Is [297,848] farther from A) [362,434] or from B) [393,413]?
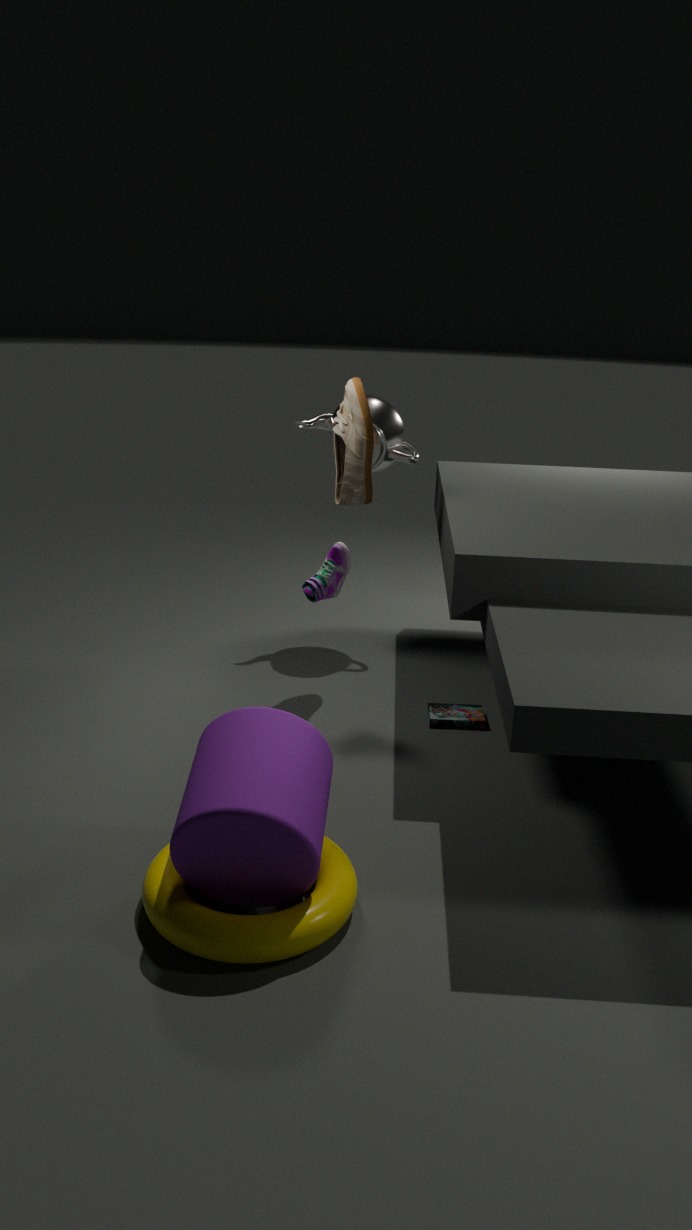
B) [393,413]
